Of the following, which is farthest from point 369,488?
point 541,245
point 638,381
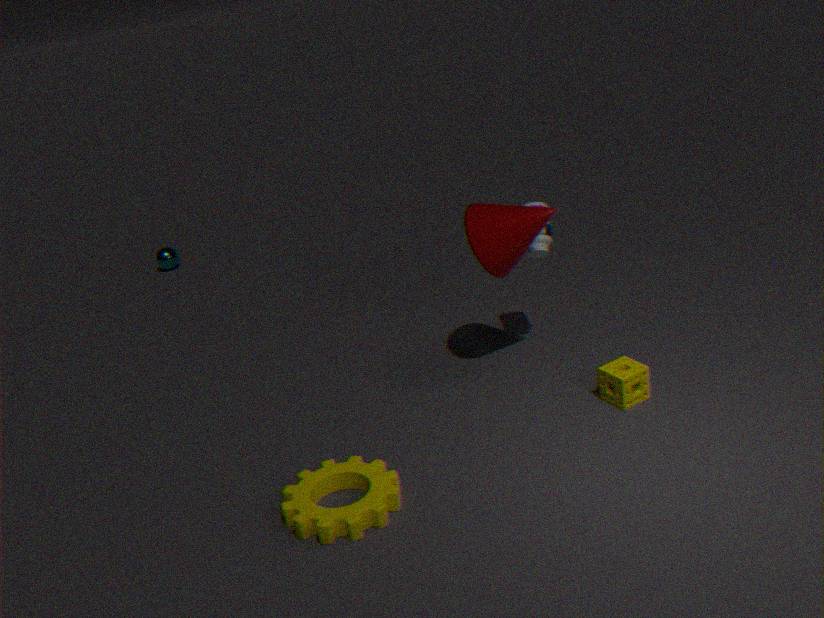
point 541,245
